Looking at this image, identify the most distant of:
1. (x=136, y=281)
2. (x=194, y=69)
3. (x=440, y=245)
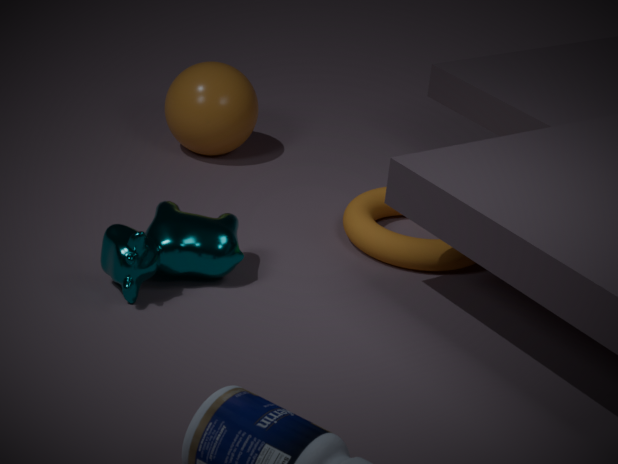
(x=194, y=69)
